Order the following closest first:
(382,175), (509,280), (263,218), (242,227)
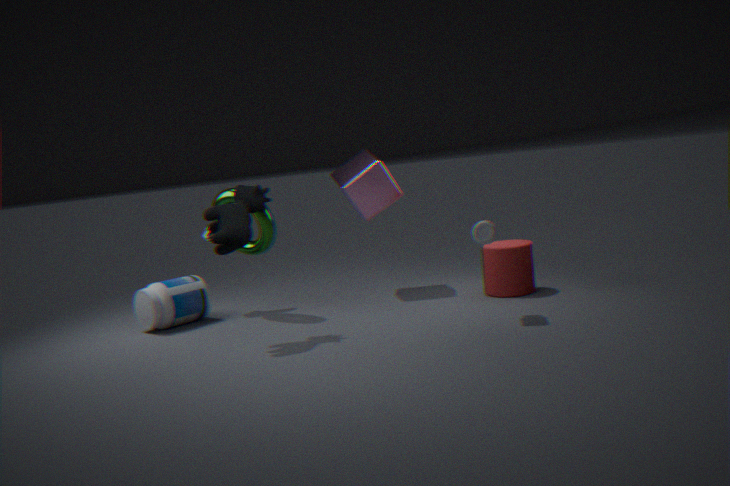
(242,227)
(509,280)
(263,218)
(382,175)
